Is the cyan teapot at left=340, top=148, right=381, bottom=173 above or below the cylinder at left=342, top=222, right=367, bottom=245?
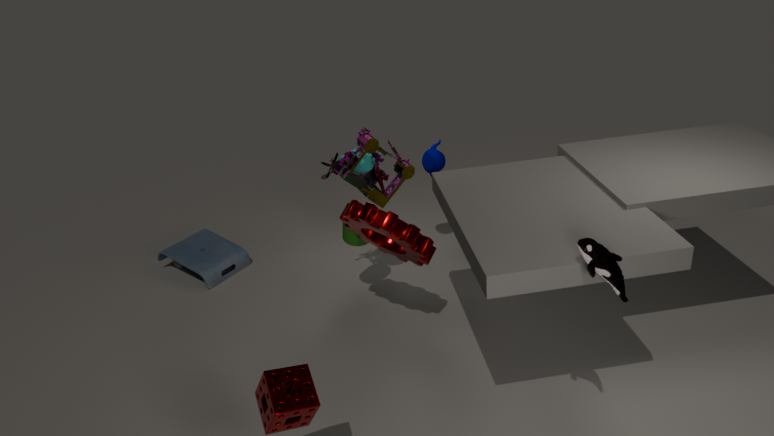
above
